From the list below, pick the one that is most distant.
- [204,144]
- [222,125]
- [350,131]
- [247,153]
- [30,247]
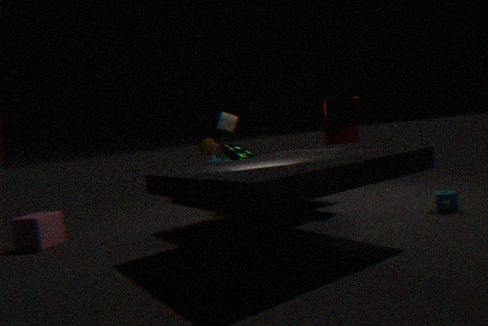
[247,153]
